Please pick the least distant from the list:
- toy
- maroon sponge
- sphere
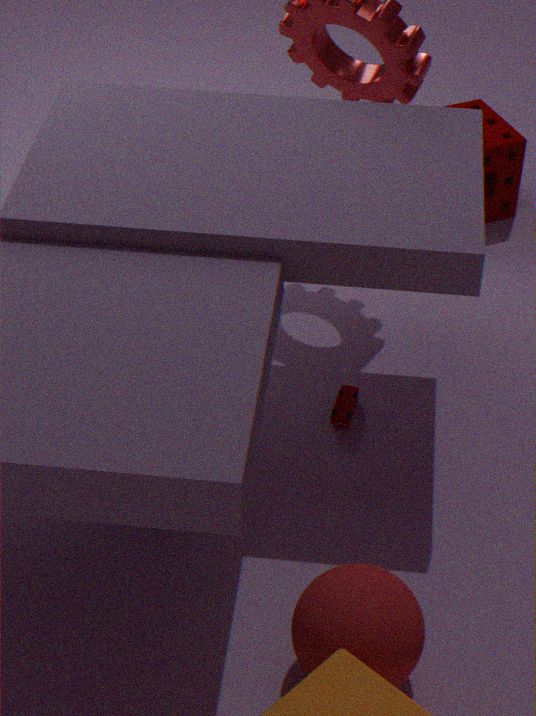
sphere
